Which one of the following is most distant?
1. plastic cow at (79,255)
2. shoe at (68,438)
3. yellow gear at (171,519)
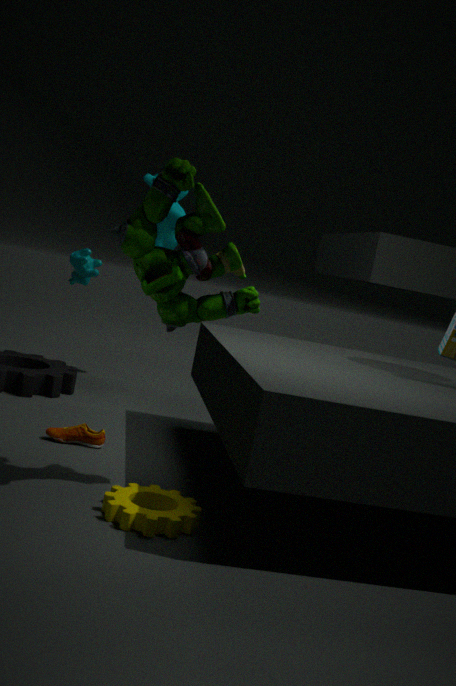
plastic cow at (79,255)
